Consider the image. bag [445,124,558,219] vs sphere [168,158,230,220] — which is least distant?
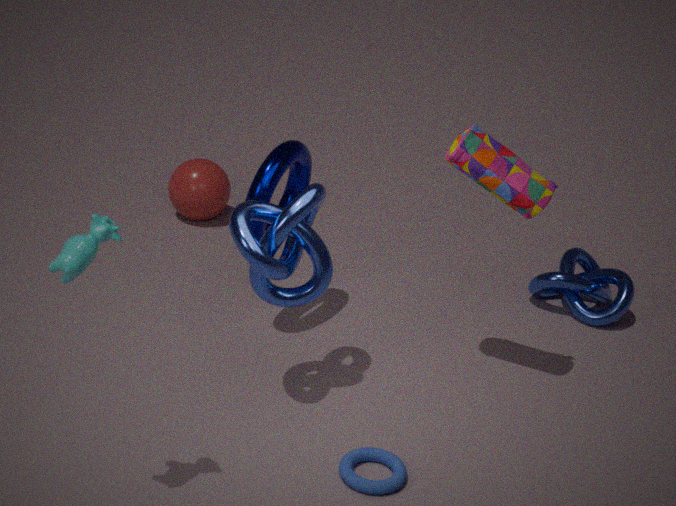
bag [445,124,558,219]
